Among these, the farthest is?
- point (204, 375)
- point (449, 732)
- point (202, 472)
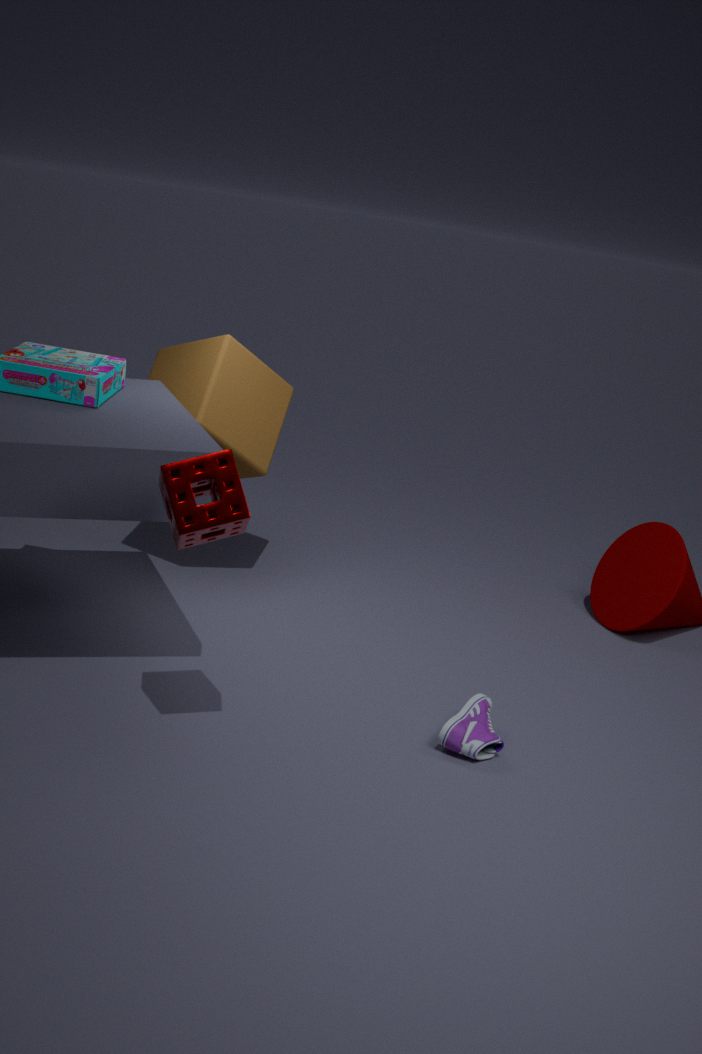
point (204, 375)
